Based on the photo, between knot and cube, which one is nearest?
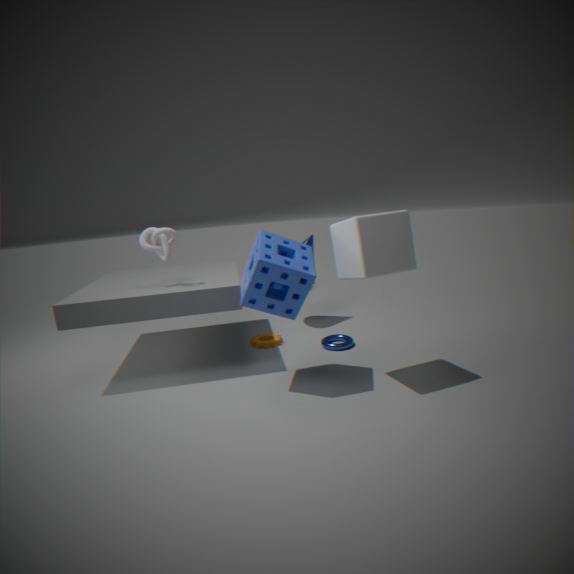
cube
